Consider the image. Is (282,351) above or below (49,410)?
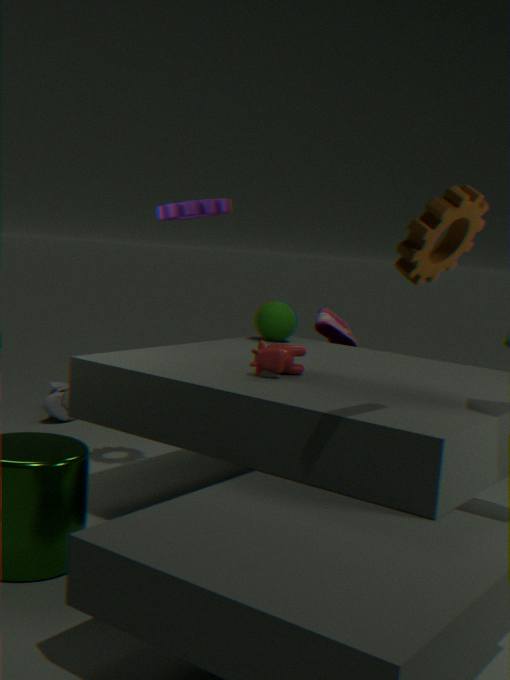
above
